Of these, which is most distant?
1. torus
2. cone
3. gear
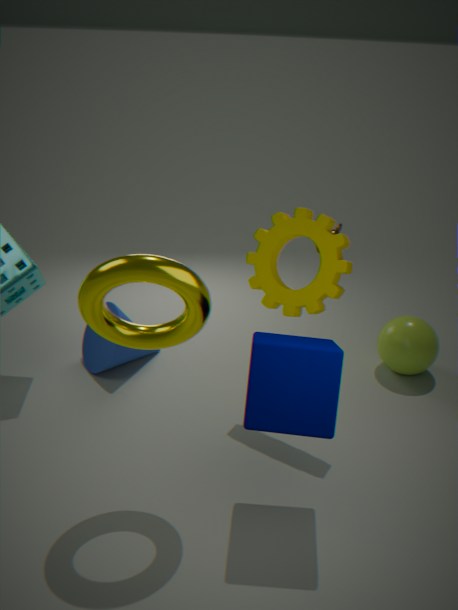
cone
